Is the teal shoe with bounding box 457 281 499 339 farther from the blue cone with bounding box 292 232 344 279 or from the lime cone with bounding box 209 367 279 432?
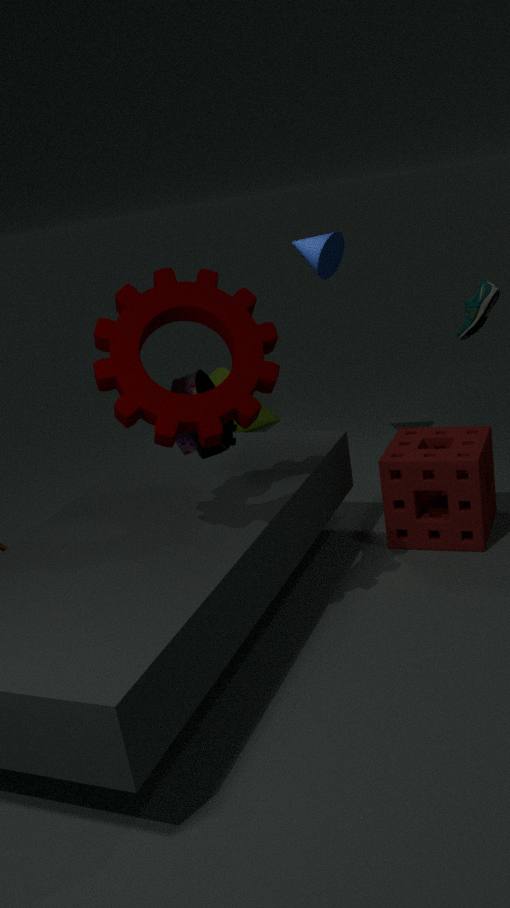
the lime cone with bounding box 209 367 279 432
